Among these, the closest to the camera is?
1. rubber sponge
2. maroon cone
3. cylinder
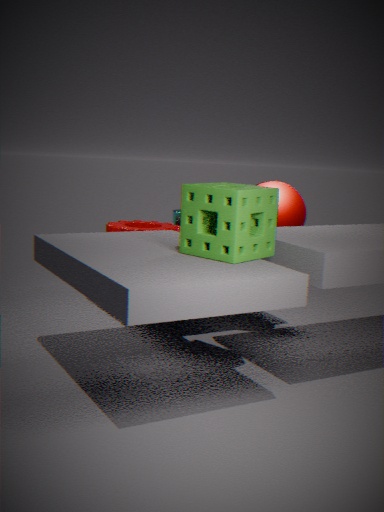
rubber sponge
